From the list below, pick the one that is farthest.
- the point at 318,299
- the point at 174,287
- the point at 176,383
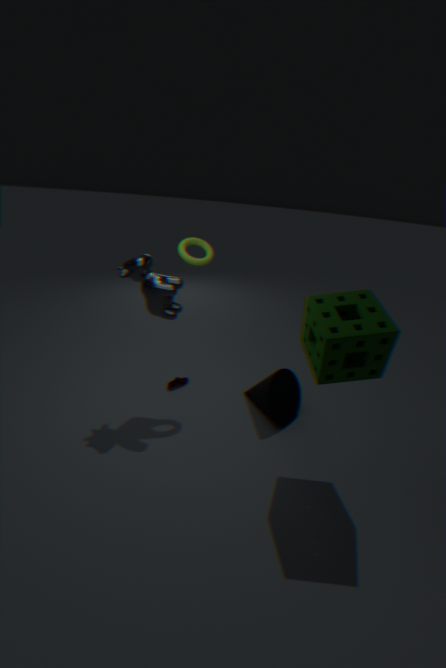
the point at 176,383
